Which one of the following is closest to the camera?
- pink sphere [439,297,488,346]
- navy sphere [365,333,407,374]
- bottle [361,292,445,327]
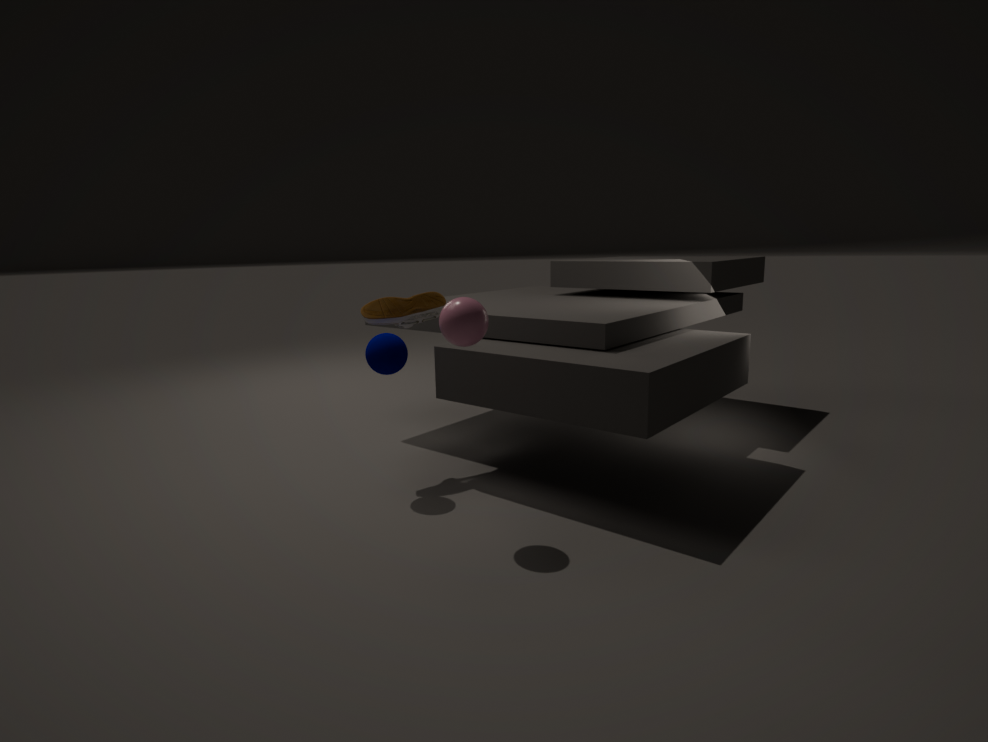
pink sphere [439,297,488,346]
